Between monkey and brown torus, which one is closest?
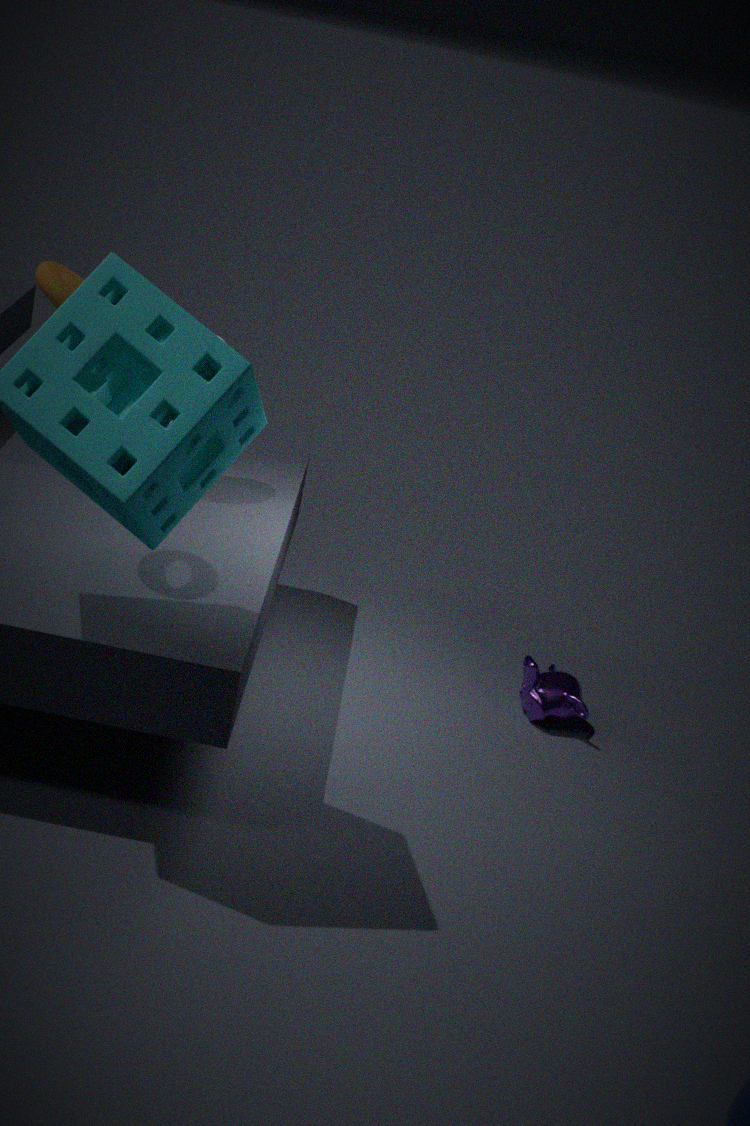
brown torus
